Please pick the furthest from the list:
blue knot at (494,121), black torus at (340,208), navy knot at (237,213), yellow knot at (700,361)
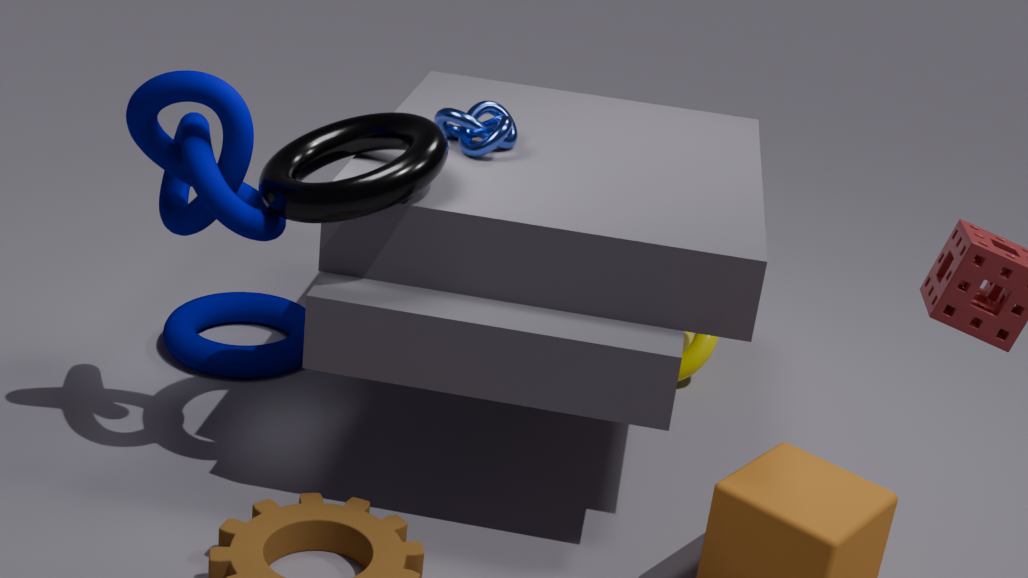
yellow knot at (700,361)
